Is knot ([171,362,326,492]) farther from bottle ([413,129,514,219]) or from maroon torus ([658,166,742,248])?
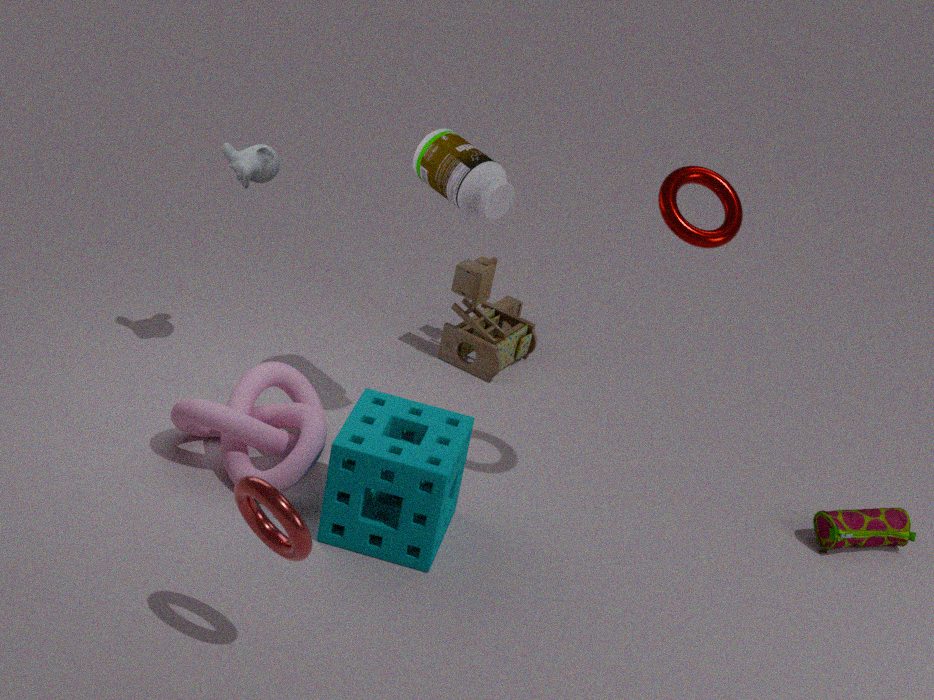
maroon torus ([658,166,742,248])
